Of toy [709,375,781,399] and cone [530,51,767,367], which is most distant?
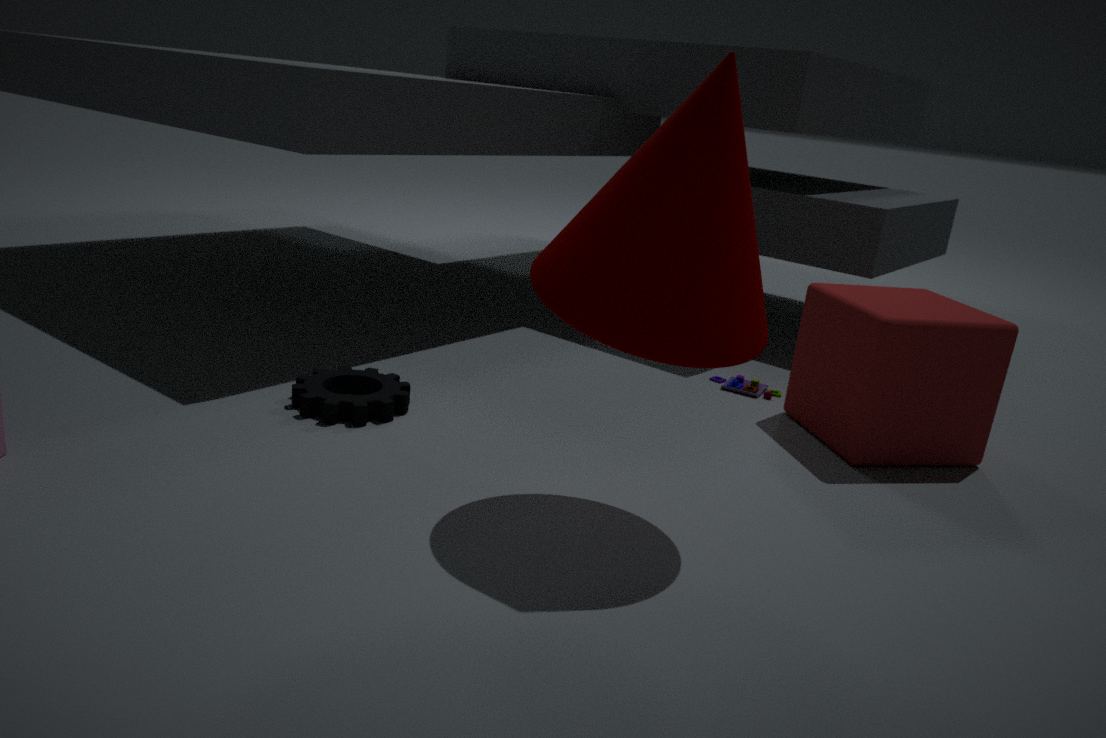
toy [709,375,781,399]
